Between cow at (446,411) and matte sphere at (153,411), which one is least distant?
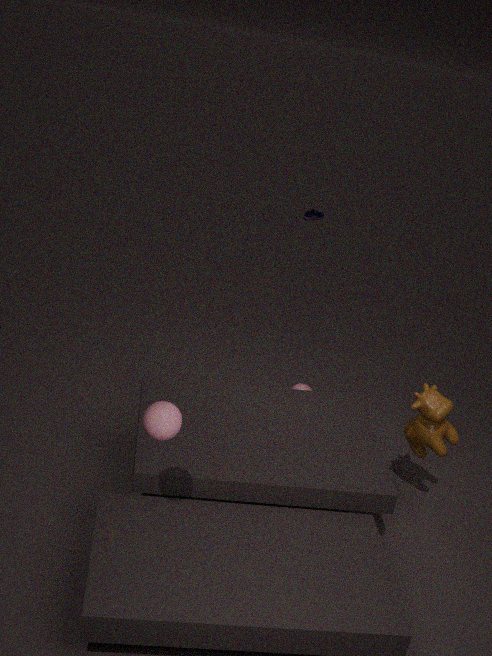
matte sphere at (153,411)
